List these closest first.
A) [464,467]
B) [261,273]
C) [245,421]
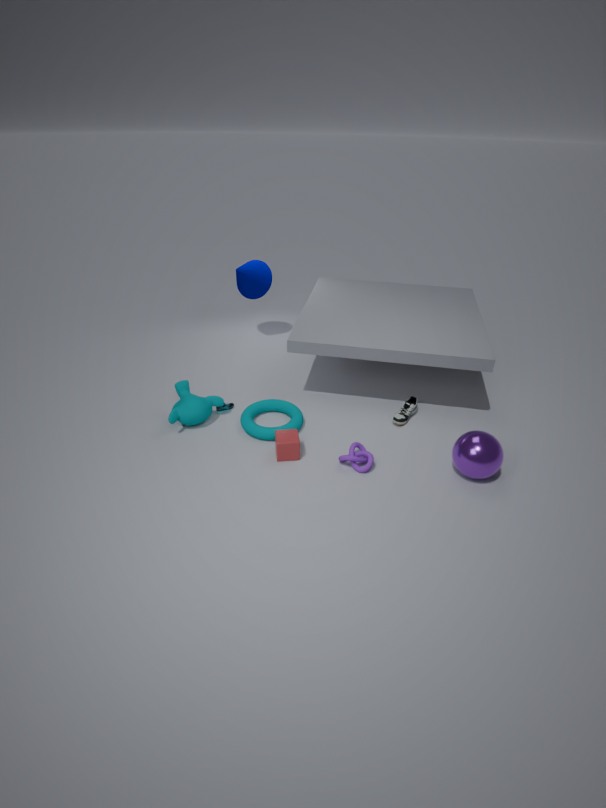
[464,467]
[245,421]
[261,273]
